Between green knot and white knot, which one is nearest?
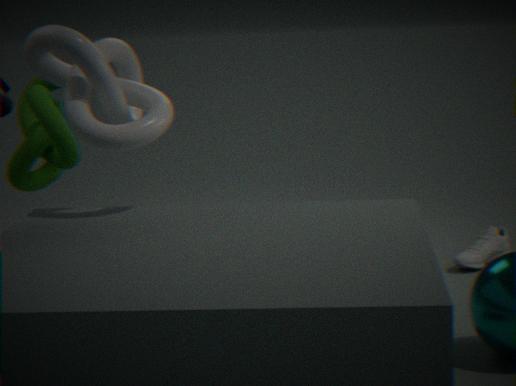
white knot
